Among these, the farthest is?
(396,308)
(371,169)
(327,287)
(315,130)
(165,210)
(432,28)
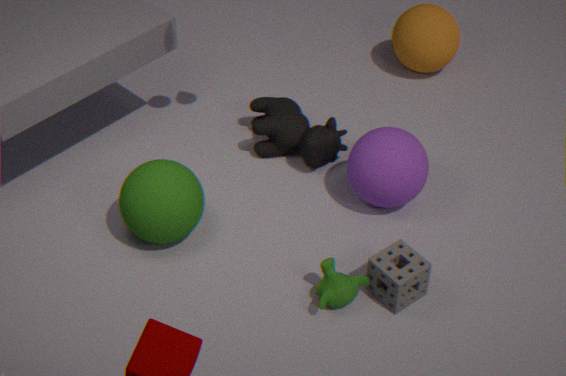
(432,28)
